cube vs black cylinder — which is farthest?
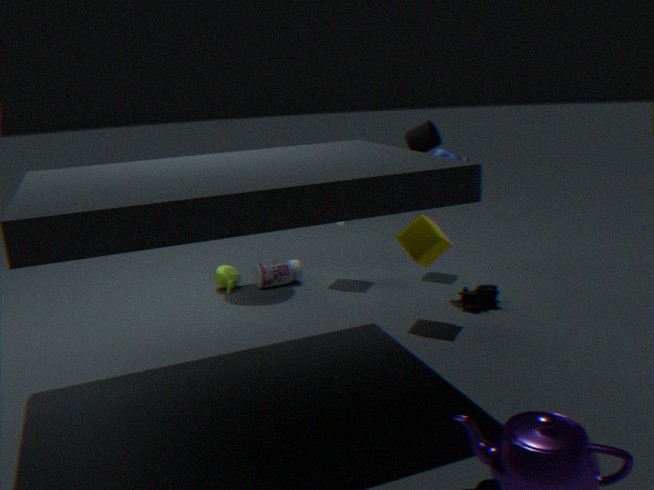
black cylinder
